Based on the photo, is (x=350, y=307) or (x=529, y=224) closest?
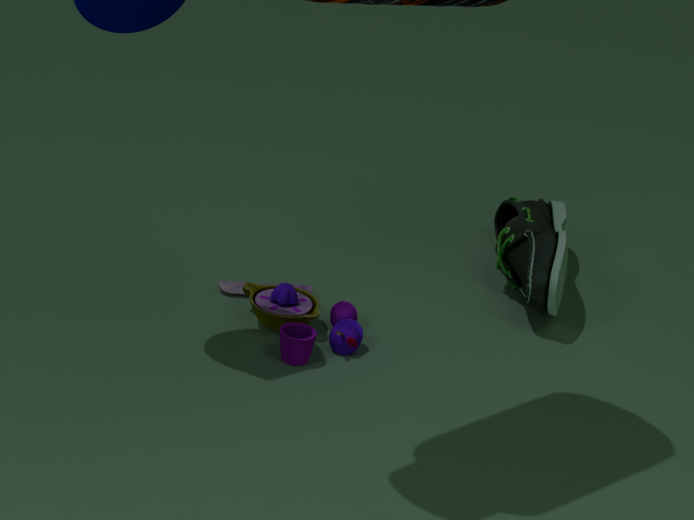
(x=350, y=307)
